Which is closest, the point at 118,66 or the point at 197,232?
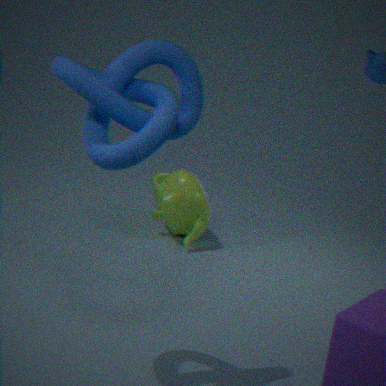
the point at 118,66
